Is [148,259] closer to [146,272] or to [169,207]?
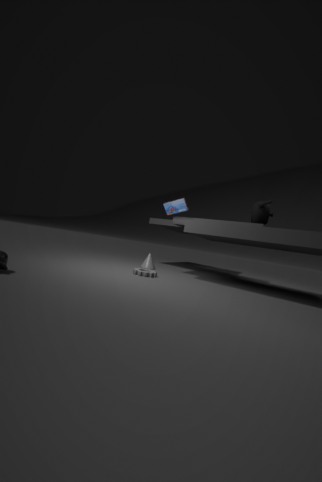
[146,272]
